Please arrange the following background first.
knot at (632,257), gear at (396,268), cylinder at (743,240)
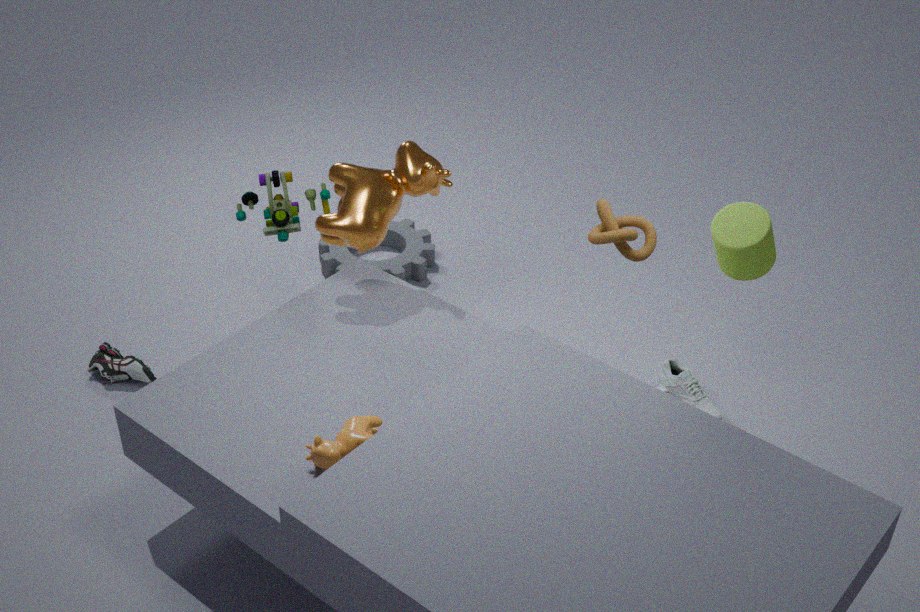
gear at (396,268), knot at (632,257), cylinder at (743,240)
